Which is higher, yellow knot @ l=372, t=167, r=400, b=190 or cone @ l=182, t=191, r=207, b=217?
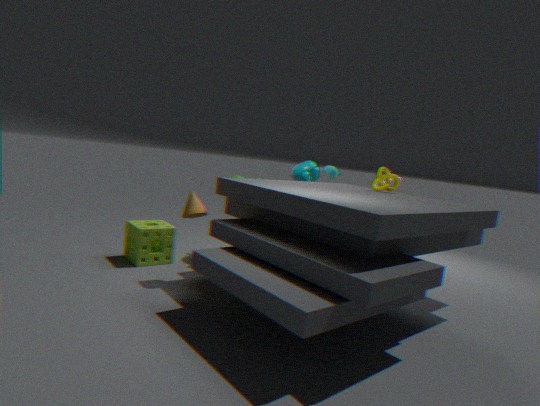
yellow knot @ l=372, t=167, r=400, b=190
